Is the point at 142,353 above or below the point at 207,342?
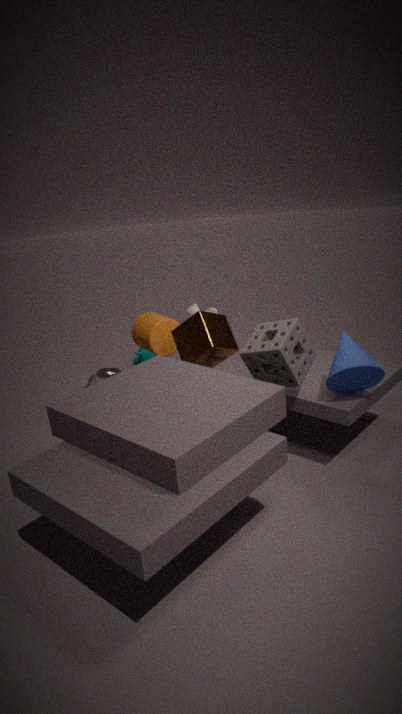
below
